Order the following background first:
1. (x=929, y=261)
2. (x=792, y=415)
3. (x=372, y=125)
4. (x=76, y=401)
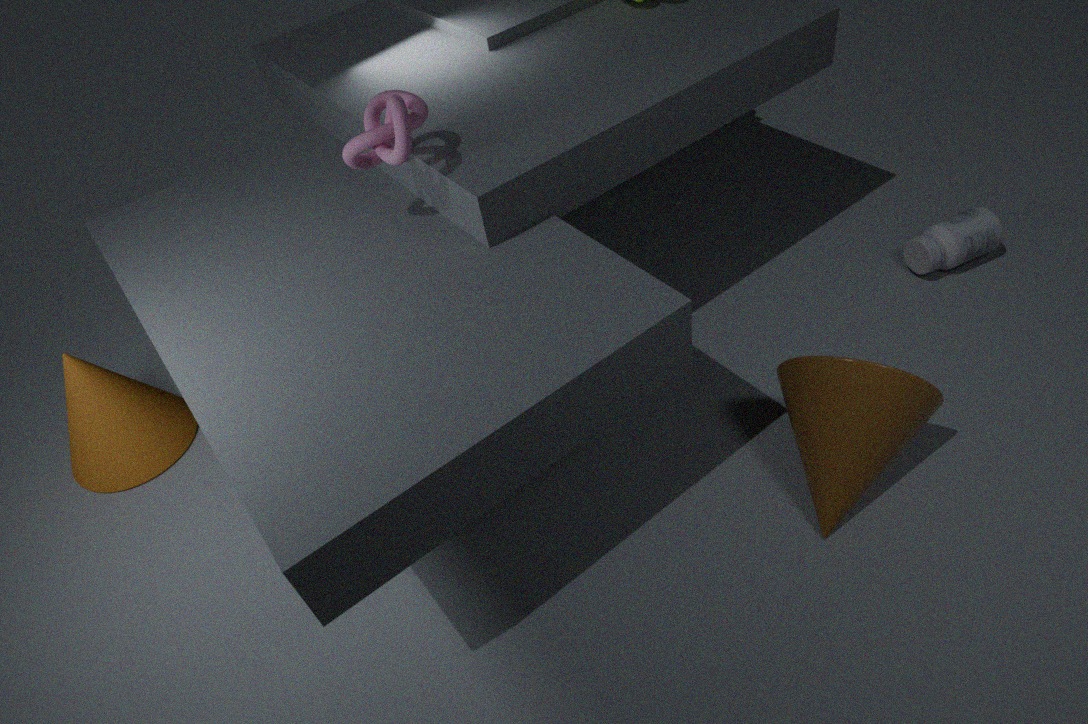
1. (x=929, y=261)
2. (x=76, y=401)
3. (x=792, y=415)
4. (x=372, y=125)
